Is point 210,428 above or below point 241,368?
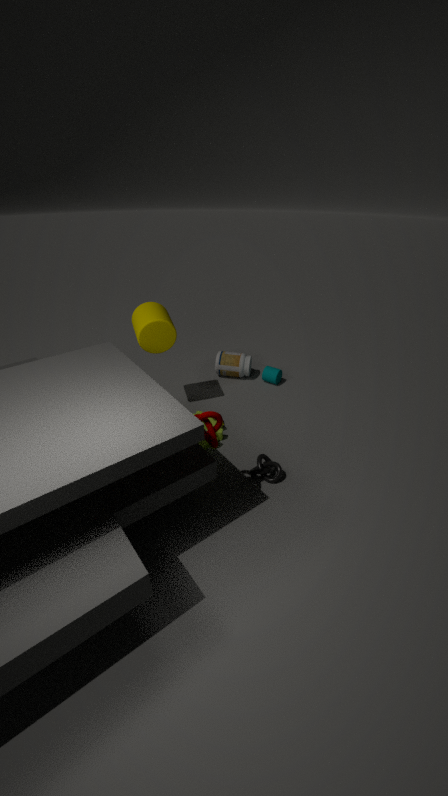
above
